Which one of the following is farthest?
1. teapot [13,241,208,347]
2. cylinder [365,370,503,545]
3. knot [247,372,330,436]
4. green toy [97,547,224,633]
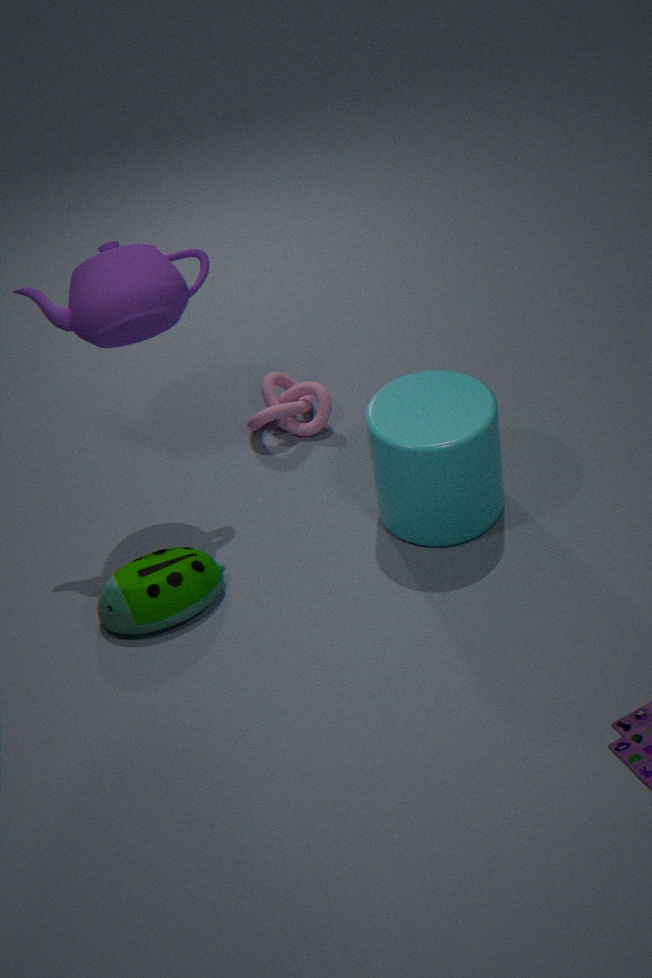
knot [247,372,330,436]
